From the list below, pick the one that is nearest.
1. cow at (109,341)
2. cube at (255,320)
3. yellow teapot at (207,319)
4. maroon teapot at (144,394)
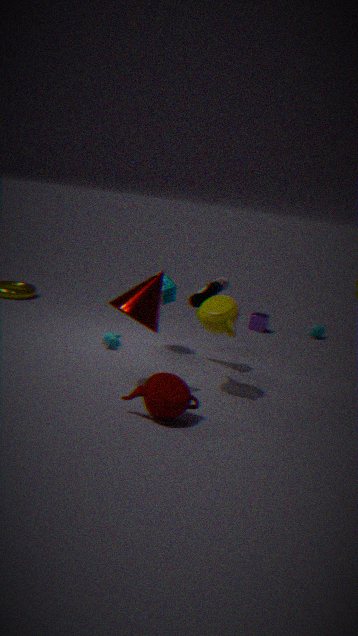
maroon teapot at (144,394)
